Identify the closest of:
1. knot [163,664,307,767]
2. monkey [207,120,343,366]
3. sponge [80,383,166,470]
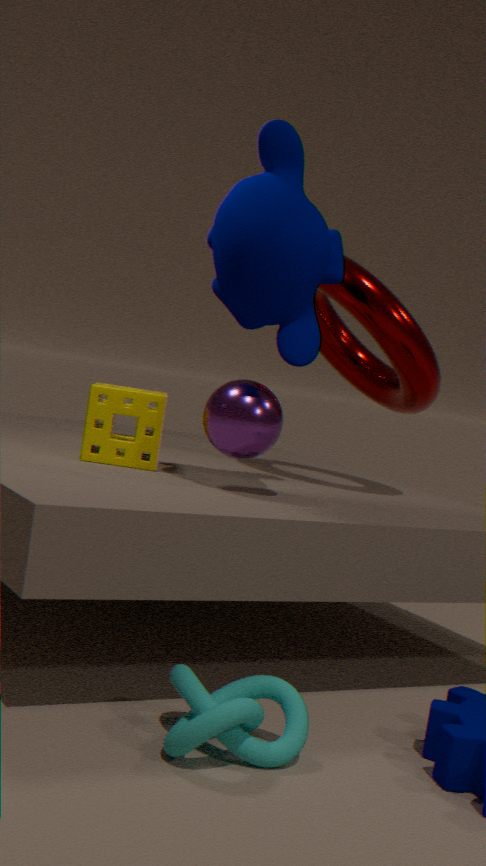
knot [163,664,307,767]
